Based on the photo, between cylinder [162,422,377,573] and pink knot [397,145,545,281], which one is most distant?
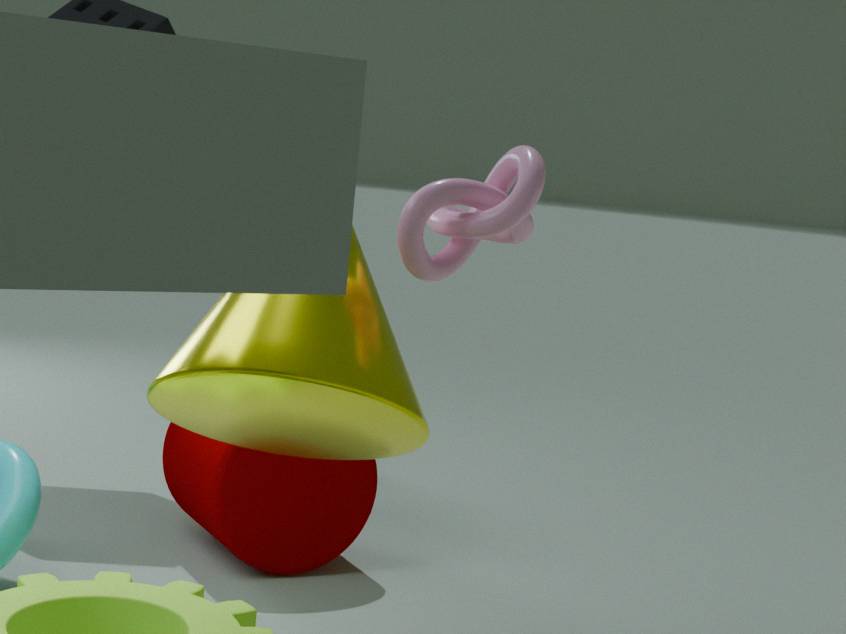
cylinder [162,422,377,573]
